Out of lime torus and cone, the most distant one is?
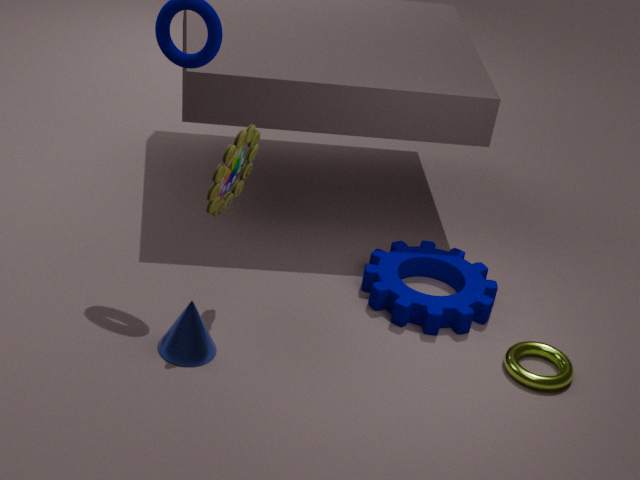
lime torus
